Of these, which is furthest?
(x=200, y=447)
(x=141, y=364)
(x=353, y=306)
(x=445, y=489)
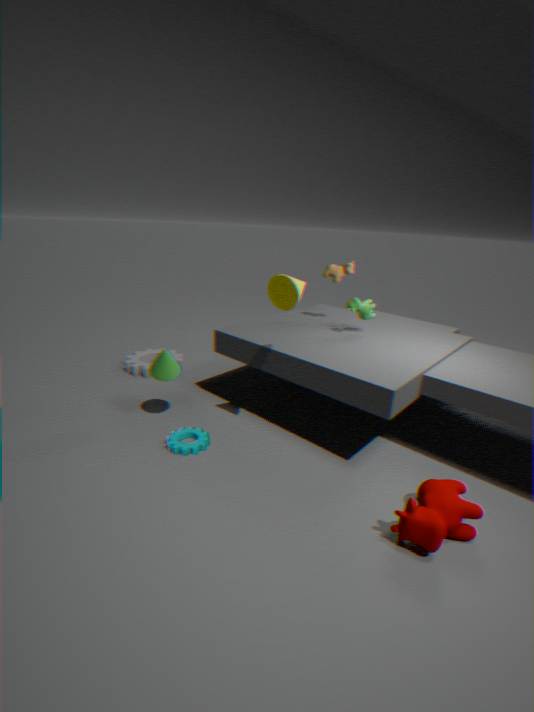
(x=141, y=364)
